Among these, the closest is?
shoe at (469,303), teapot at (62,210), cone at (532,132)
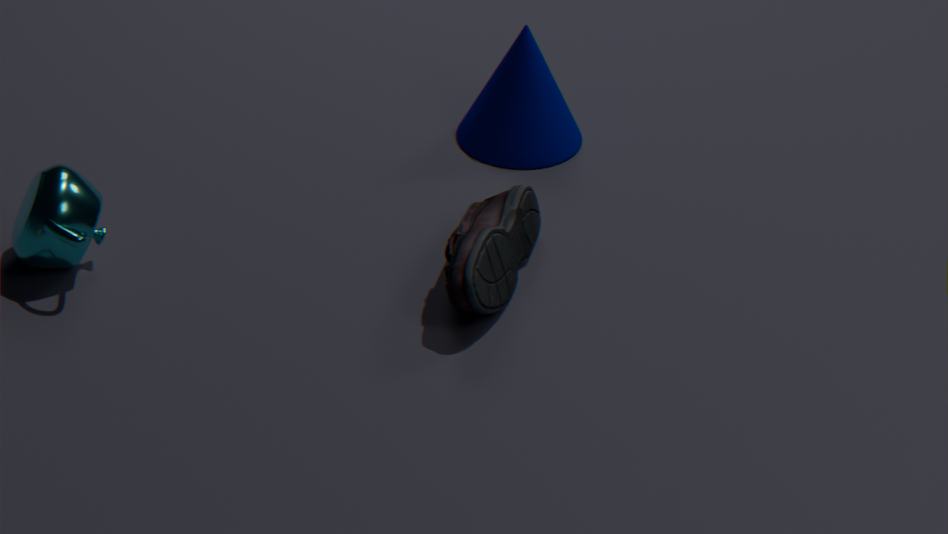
shoe at (469,303)
